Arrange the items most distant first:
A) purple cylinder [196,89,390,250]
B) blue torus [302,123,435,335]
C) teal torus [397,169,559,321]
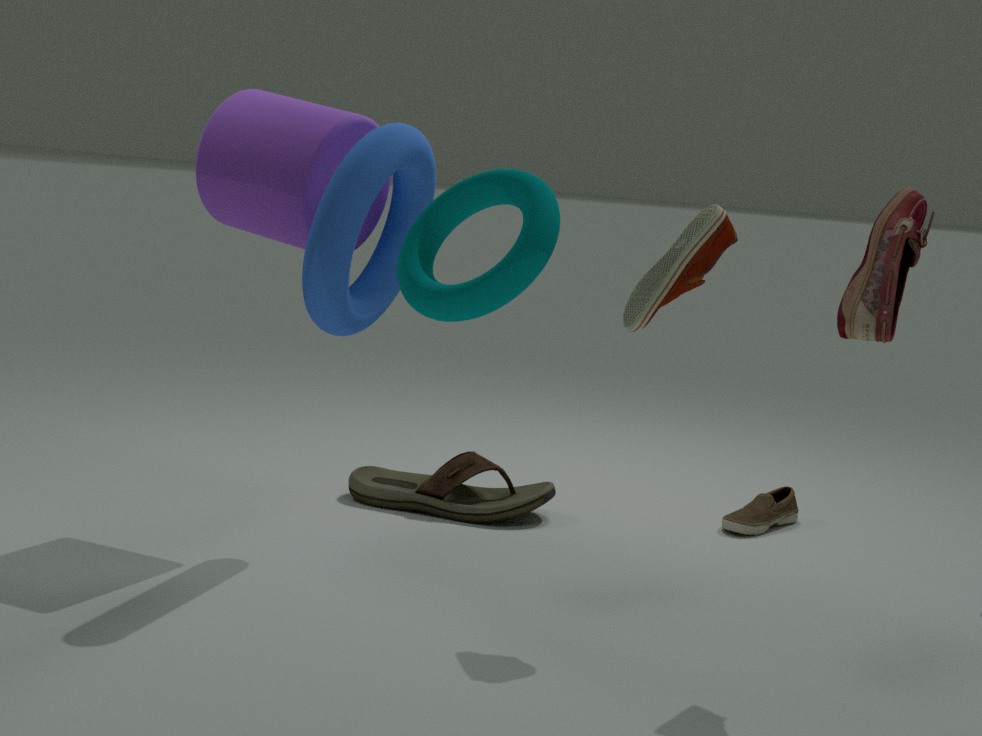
purple cylinder [196,89,390,250], blue torus [302,123,435,335], teal torus [397,169,559,321]
